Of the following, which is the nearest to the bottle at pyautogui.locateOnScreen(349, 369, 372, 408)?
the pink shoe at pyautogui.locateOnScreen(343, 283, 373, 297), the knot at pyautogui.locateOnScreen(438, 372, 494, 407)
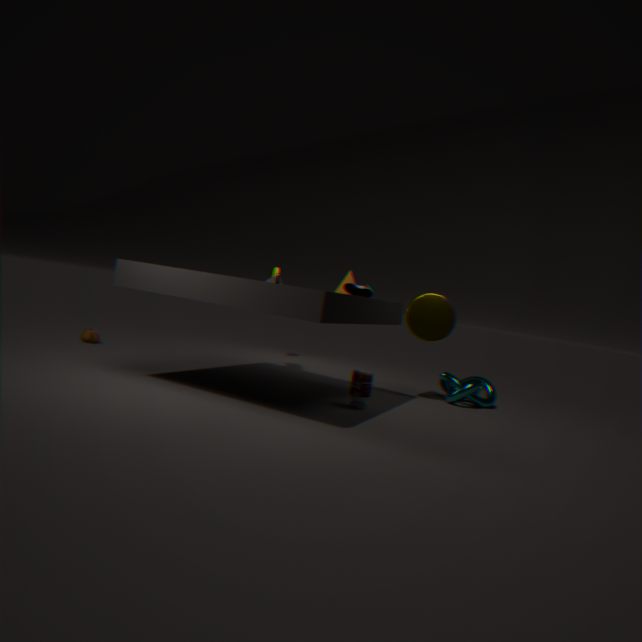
the pink shoe at pyautogui.locateOnScreen(343, 283, 373, 297)
